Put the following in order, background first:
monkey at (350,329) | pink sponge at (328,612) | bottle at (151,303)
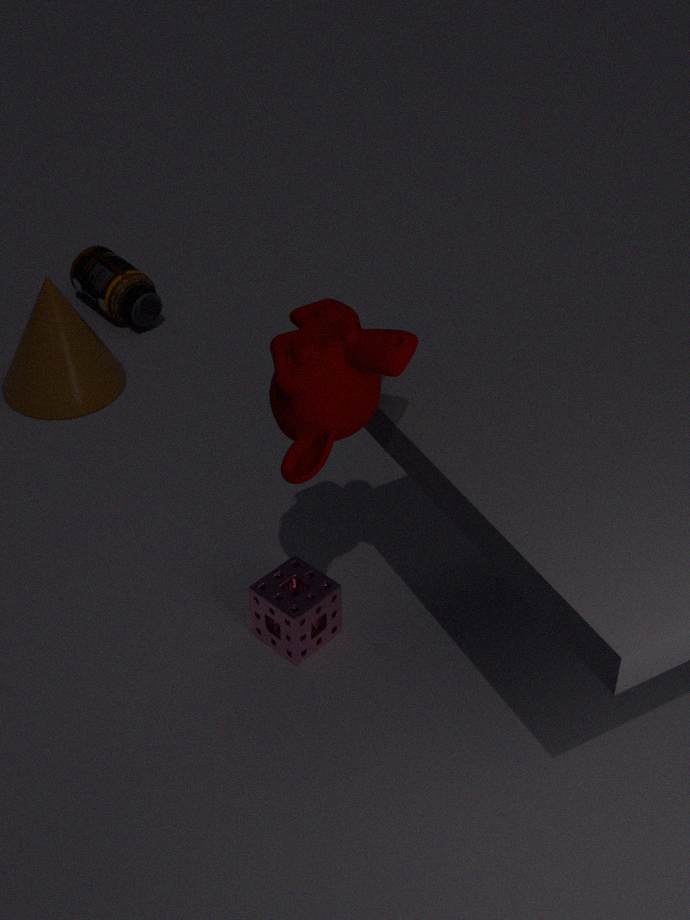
bottle at (151,303)
pink sponge at (328,612)
monkey at (350,329)
